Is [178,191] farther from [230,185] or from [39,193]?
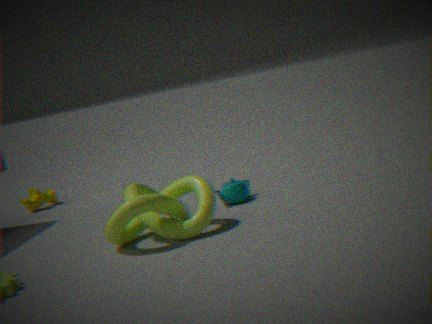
[39,193]
